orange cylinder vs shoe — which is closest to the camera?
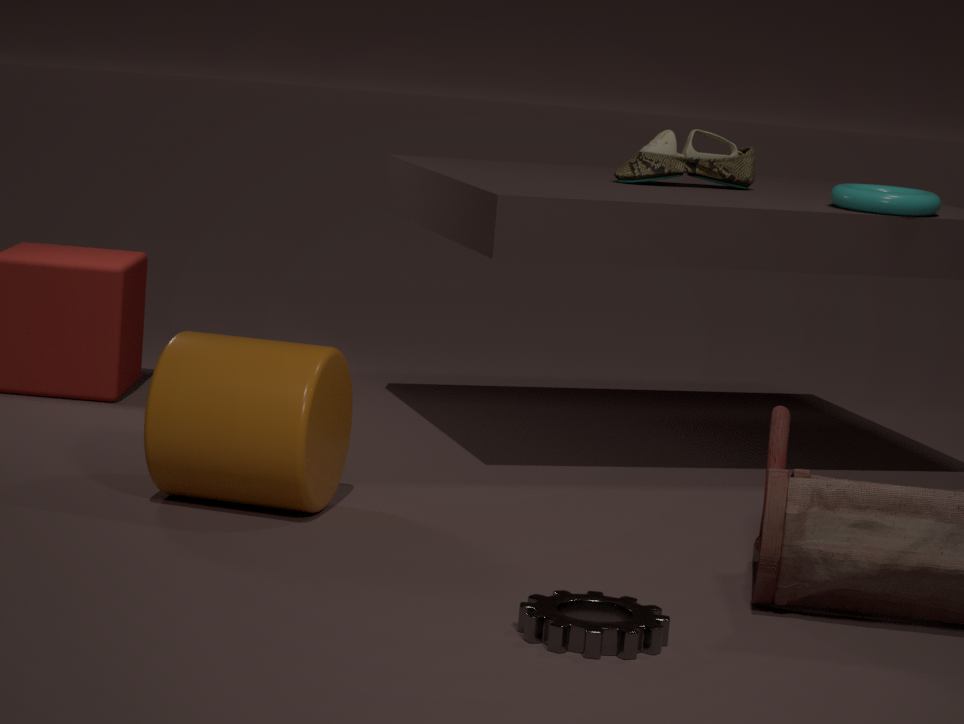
orange cylinder
